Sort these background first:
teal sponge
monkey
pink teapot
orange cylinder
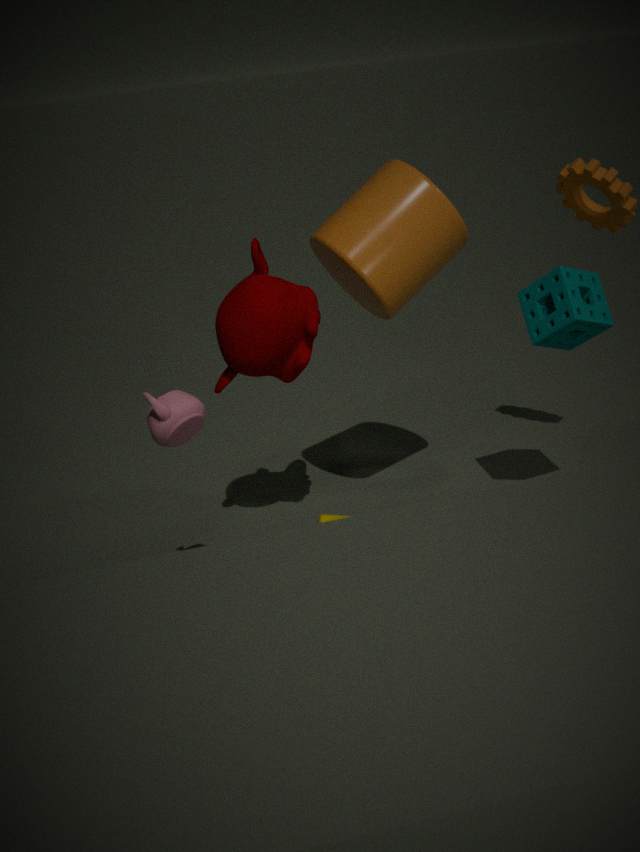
teal sponge < orange cylinder < monkey < pink teapot
